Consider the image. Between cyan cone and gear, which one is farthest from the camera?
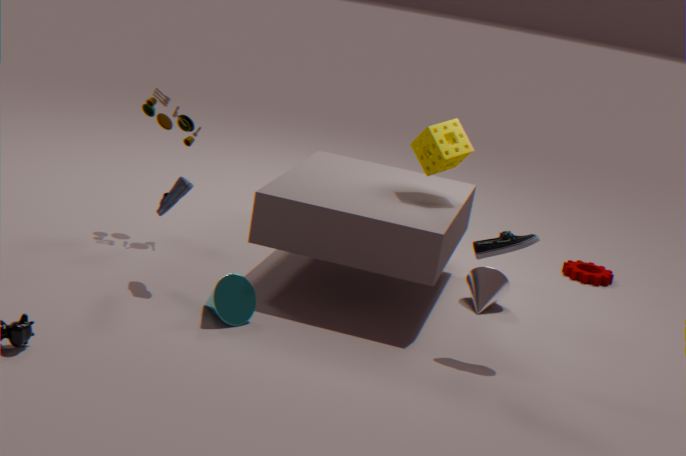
gear
